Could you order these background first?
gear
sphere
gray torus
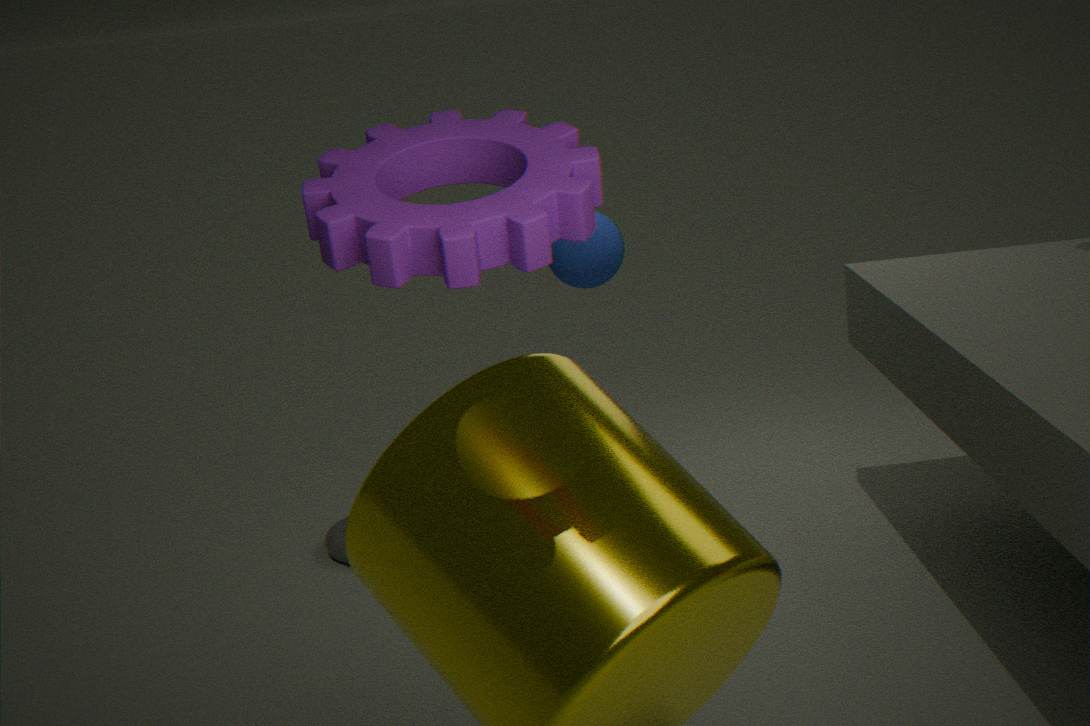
sphere < gray torus < gear
